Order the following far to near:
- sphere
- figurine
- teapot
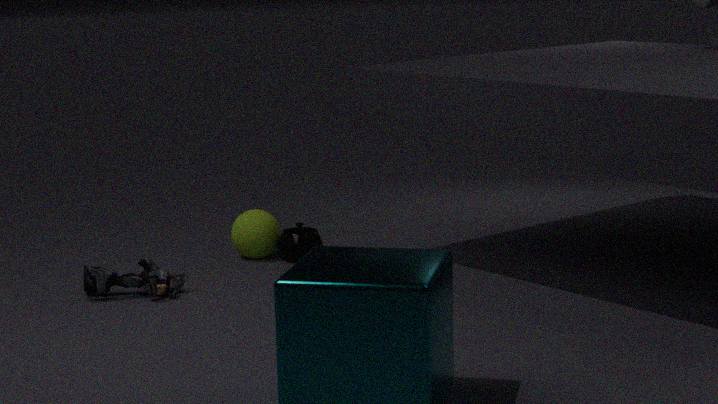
sphere < teapot < figurine
